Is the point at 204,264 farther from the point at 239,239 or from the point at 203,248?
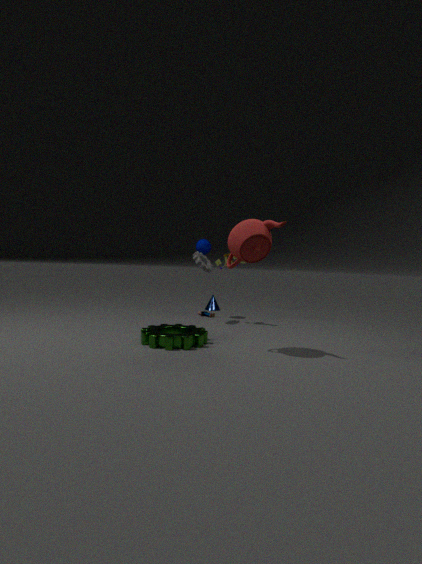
the point at 239,239
